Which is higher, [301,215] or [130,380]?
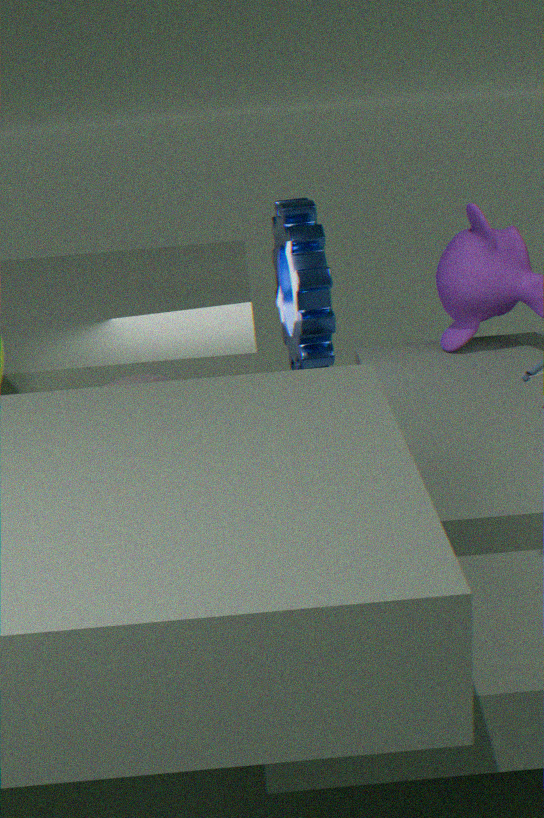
[301,215]
